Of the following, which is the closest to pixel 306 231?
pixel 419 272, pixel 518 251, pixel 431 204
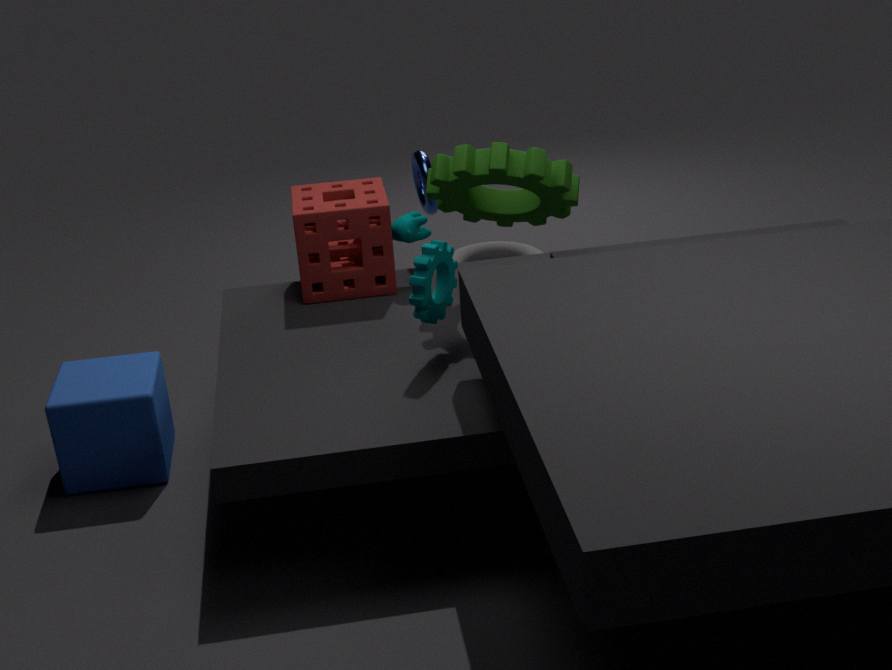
pixel 431 204
